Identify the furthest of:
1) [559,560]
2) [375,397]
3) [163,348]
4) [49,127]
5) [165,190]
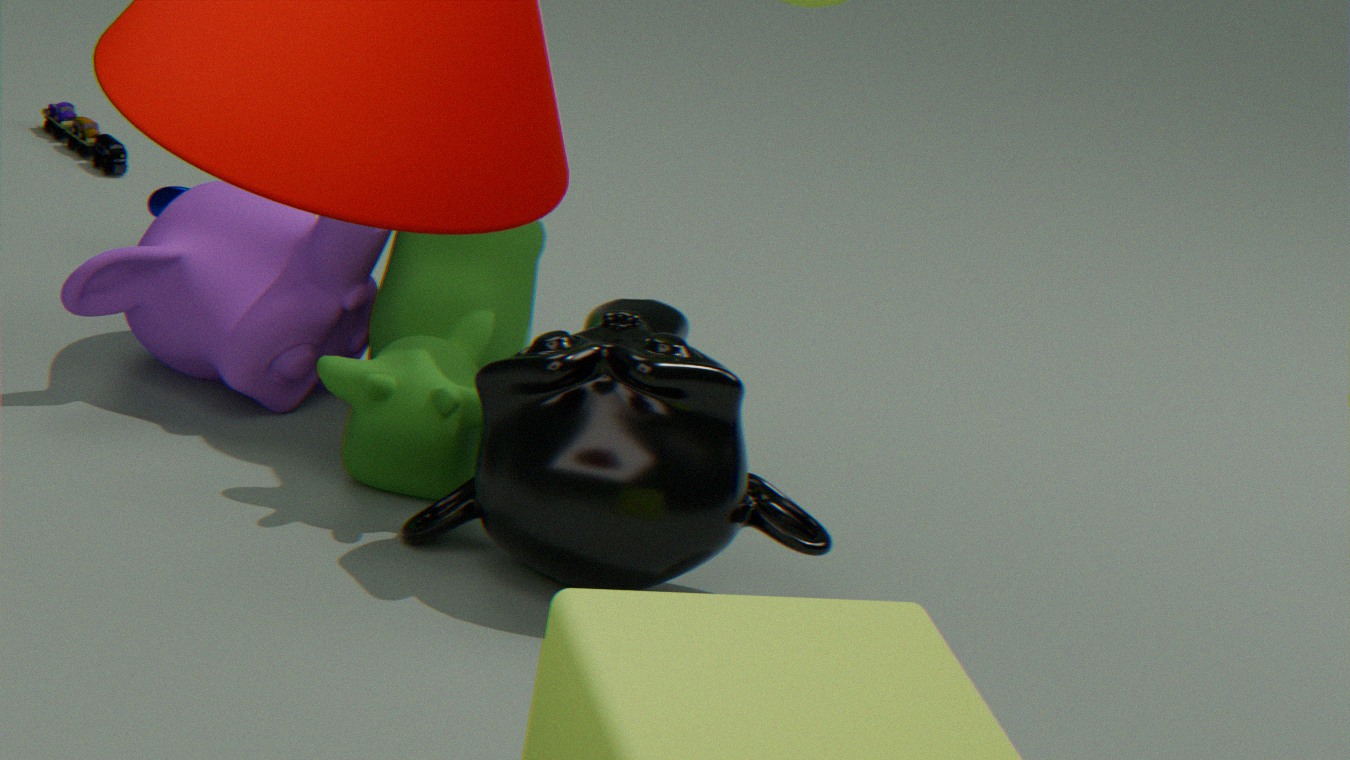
4. [49,127]
